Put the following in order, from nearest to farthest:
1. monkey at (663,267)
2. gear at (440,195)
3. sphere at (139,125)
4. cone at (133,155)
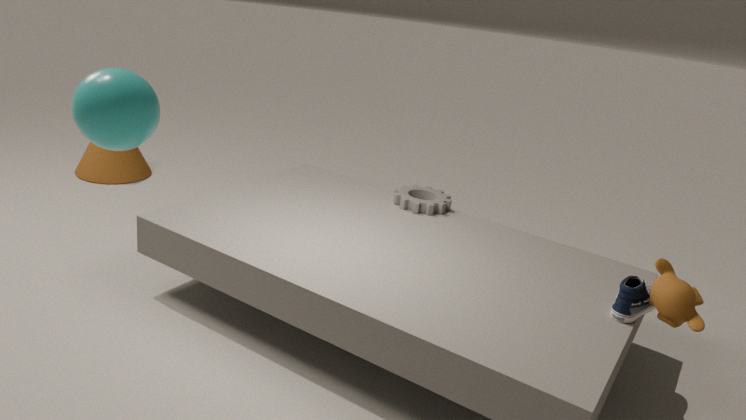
sphere at (139,125) < monkey at (663,267) < gear at (440,195) < cone at (133,155)
